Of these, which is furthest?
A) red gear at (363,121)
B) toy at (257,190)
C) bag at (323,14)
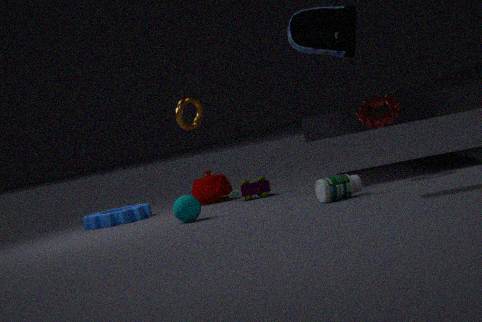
toy at (257,190)
